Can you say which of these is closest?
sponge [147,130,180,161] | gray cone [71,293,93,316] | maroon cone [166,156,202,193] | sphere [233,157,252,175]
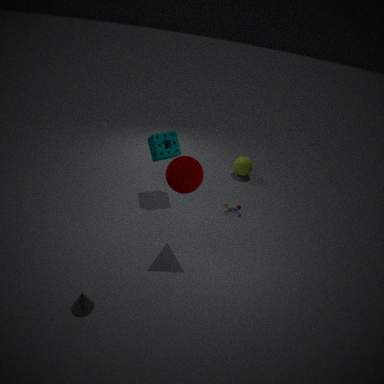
gray cone [71,293,93,316]
